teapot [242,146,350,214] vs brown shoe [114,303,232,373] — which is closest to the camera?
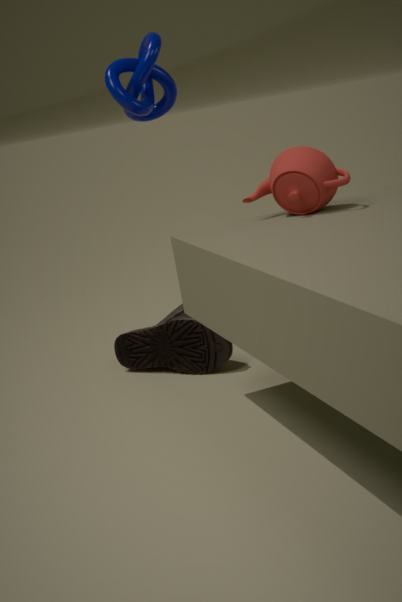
teapot [242,146,350,214]
